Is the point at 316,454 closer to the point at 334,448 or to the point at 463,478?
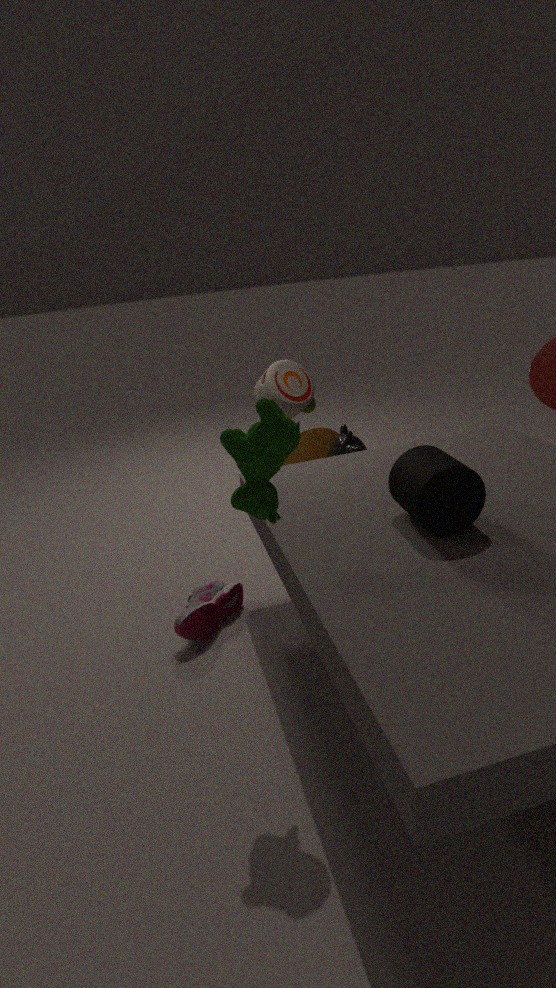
the point at 334,448
